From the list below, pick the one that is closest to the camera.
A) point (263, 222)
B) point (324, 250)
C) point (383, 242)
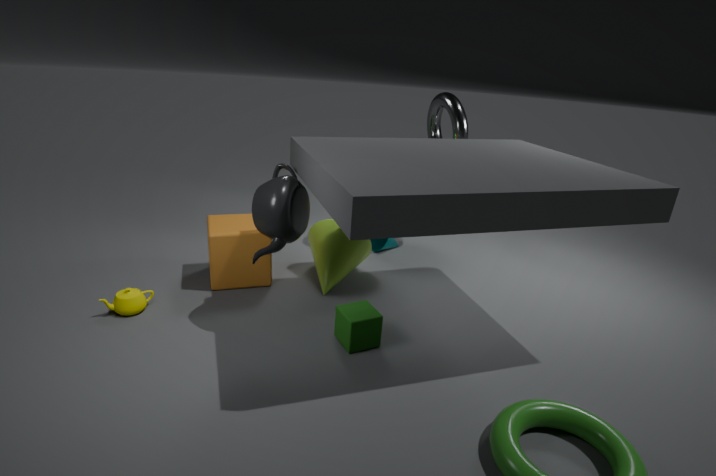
point (263, 222)
